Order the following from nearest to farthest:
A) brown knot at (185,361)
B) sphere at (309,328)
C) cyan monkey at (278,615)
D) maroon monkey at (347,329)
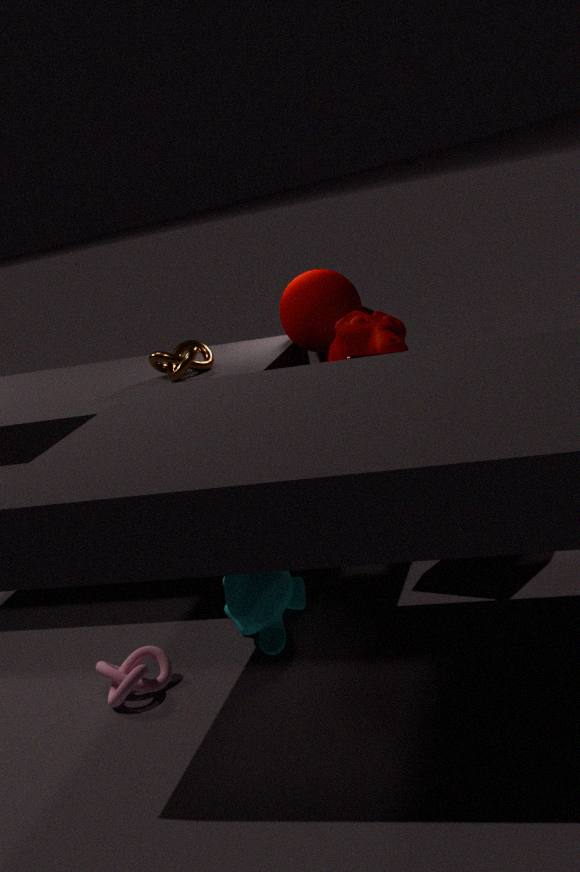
1. cyan monkey at (278,615)
2. maroon monkey at (347,329)
3. brown knot at (185,361)
4. sphere at (309,328)
